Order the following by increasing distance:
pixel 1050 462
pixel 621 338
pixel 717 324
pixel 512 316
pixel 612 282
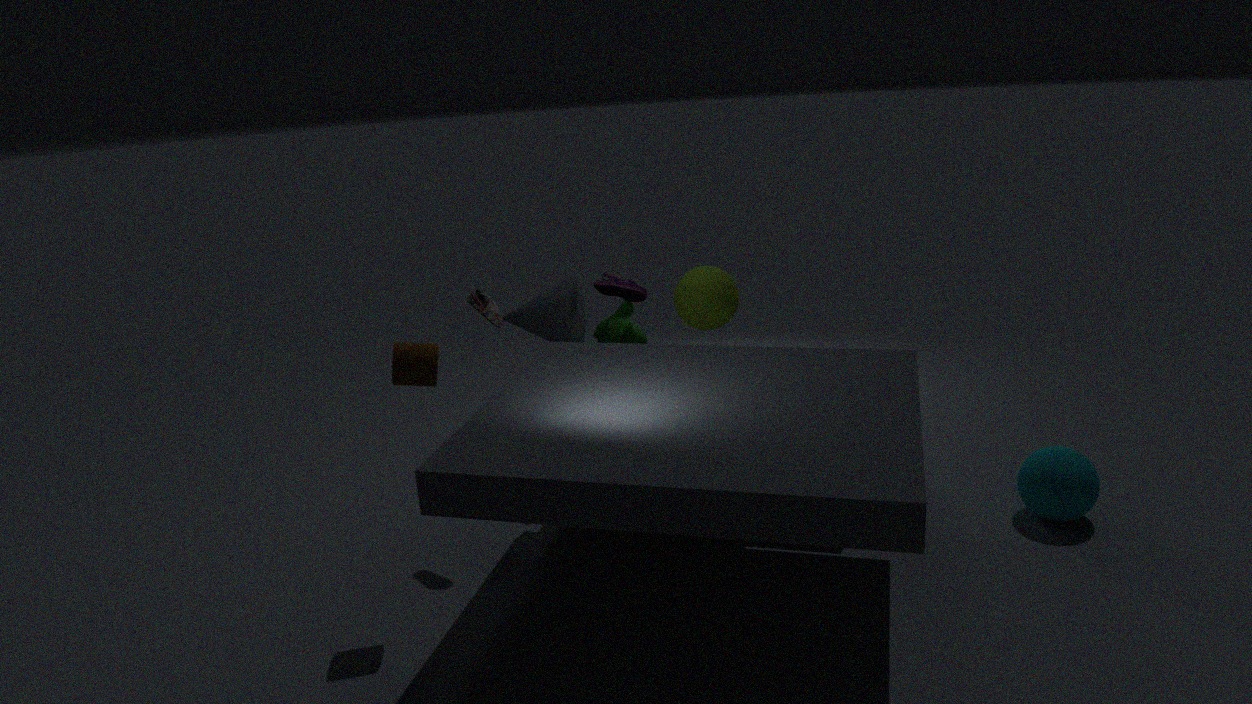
pixel 1050 462
pixel 612 282
pixel 512 316
pixel 717 324
pixel 621 338
